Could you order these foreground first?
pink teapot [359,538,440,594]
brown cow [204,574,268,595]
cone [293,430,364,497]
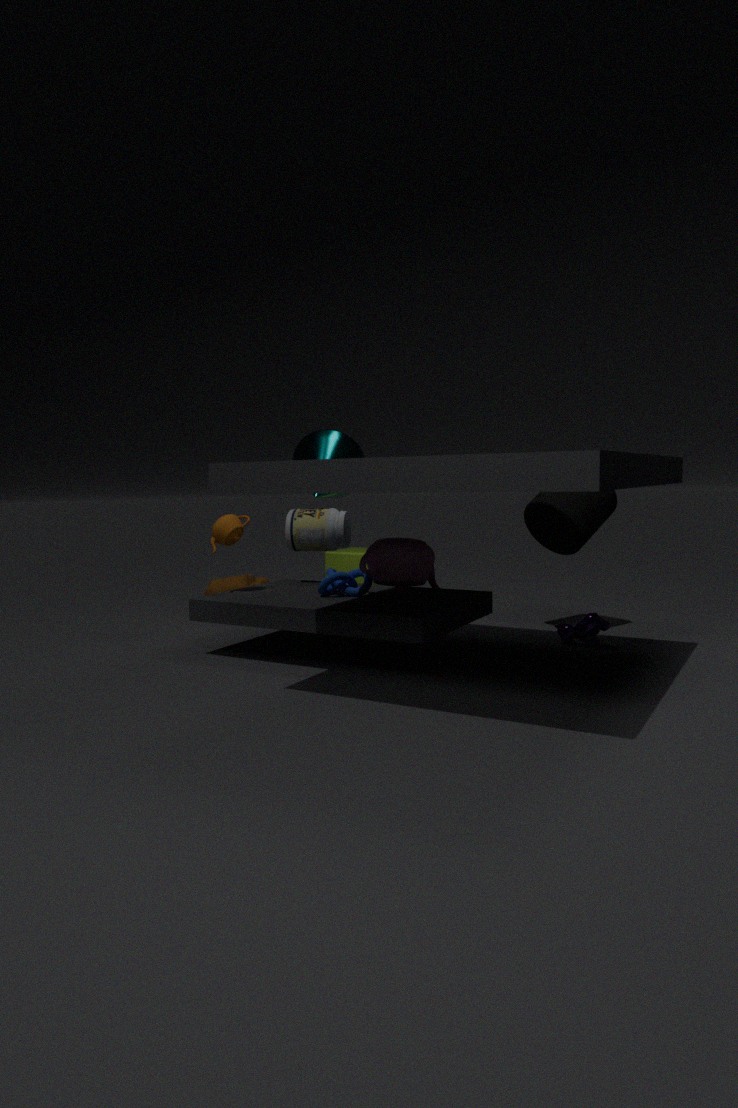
pink teapot [359,538,440,594]
cone [293,430,364,497]
brown cow [204,574,268,595]
